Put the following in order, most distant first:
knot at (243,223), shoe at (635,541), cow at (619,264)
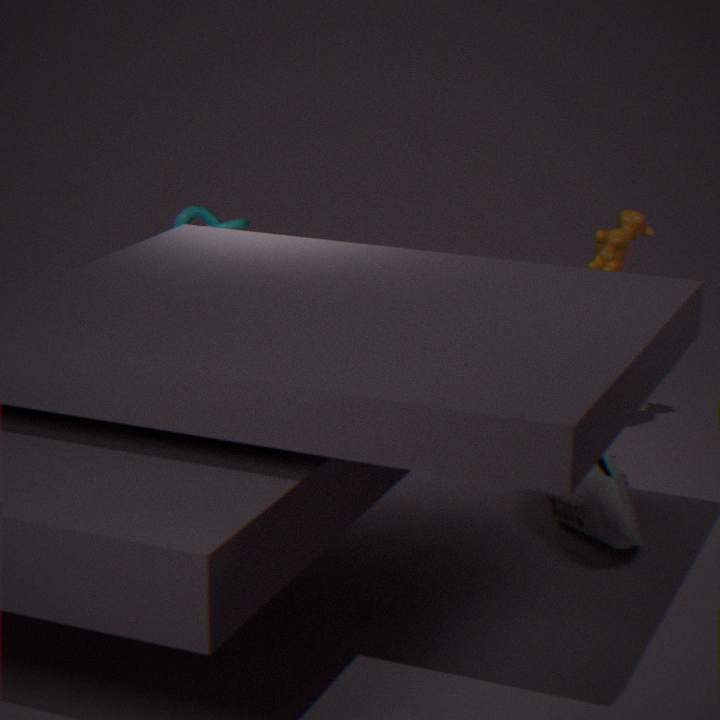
1. knot at (243,223)
2. cow at (619,264)
3. shoe at (635,541)
